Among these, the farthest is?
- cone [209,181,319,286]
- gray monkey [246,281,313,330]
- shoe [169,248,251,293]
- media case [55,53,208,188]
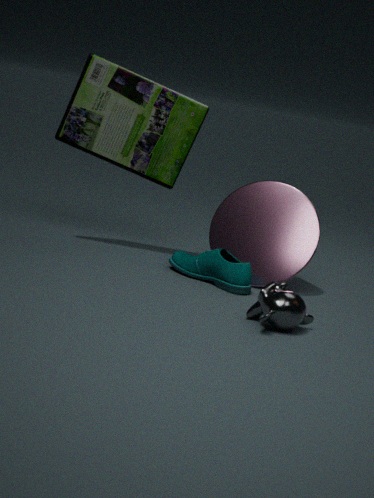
media case [55,53,208,188]
